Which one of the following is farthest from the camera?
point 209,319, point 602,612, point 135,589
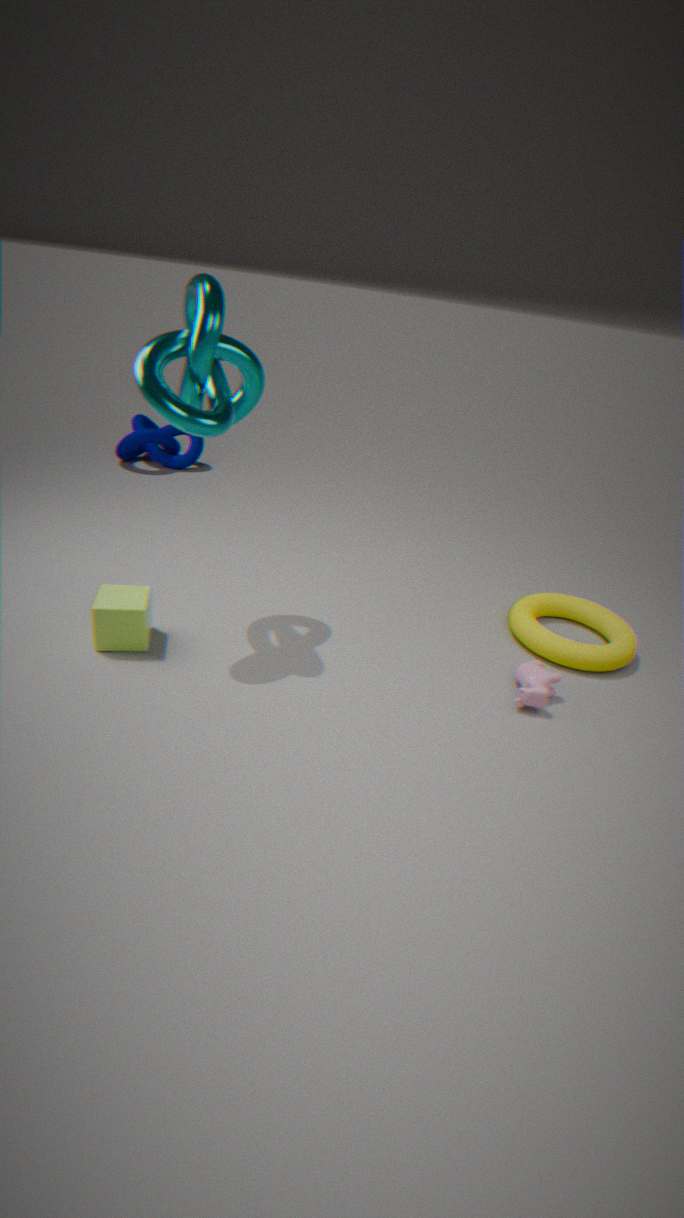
point 602,612
